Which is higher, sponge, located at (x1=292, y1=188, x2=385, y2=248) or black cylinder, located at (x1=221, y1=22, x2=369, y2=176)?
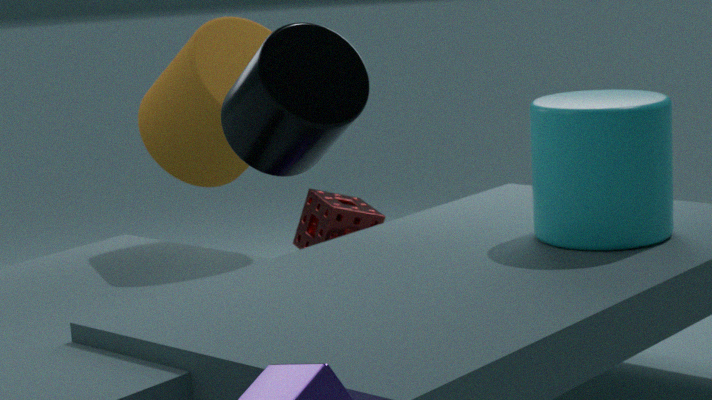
black cylinder, located at (x1=221, y1=22, x2=369, y2=176)
